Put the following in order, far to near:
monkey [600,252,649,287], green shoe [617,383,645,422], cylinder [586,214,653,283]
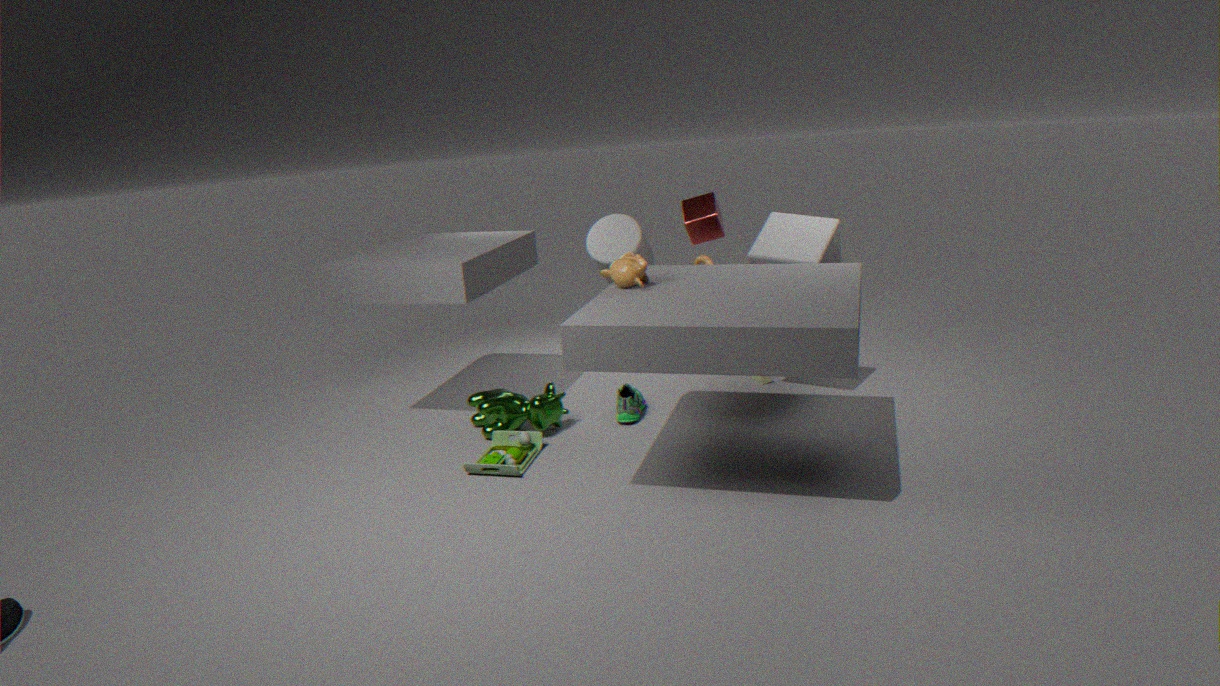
1. cylinder [586,214,653,283]
2. green shoe [617,383,645,422]
3. monkey [600,252,649,287]
